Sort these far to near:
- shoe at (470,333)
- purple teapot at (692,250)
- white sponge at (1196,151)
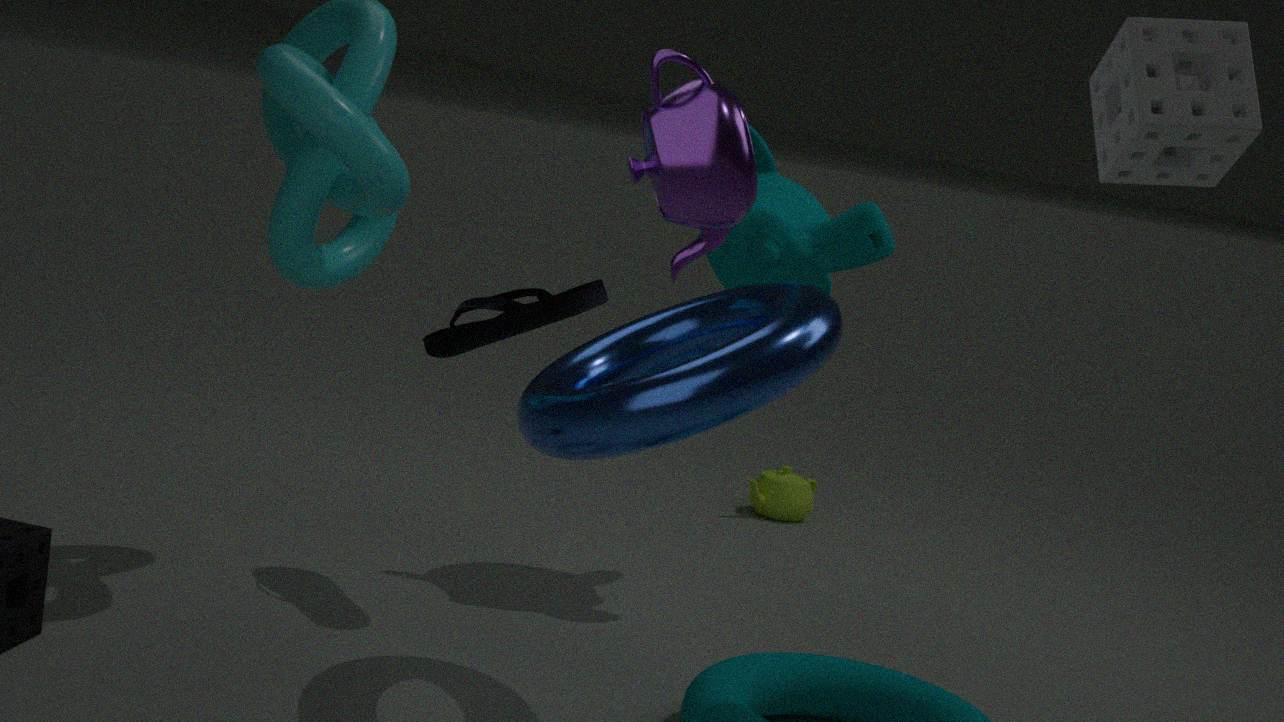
1. shoe at (470,333)
2. white sponge at (1196,151)
3. purple teapot at (692,250)
